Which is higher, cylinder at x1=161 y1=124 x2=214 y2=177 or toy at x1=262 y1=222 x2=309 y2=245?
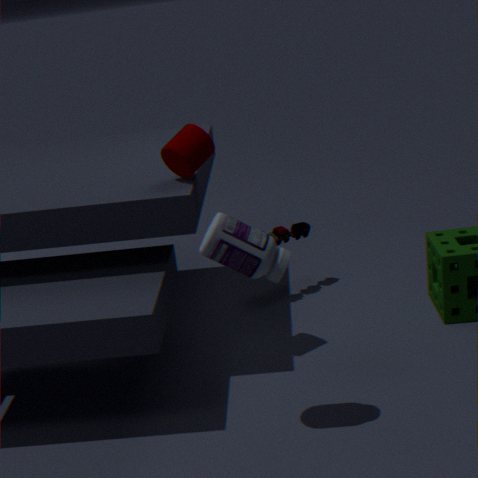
cylinder at x1=161 y1=124 x2=214 y2=177
